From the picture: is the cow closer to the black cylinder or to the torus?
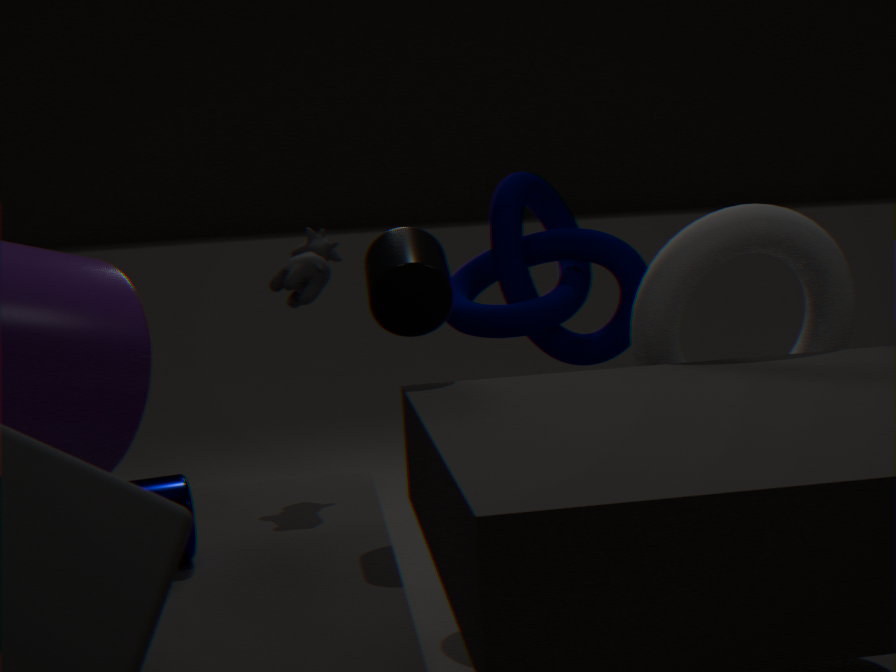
the black cylinder
